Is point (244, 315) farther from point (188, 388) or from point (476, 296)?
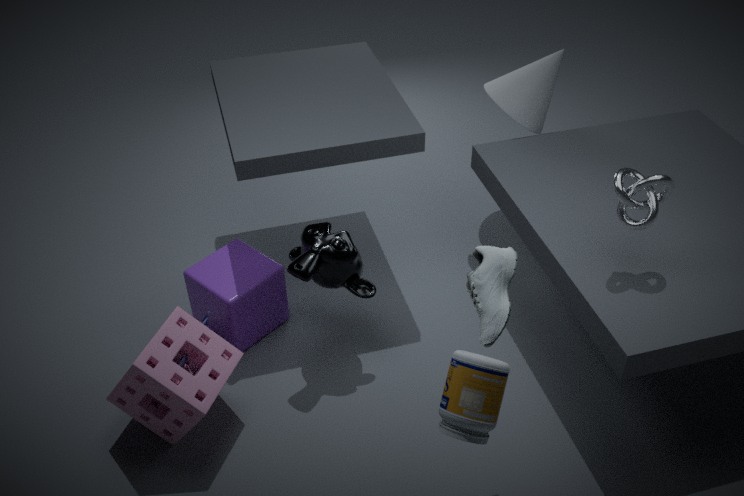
point (476, 296)
